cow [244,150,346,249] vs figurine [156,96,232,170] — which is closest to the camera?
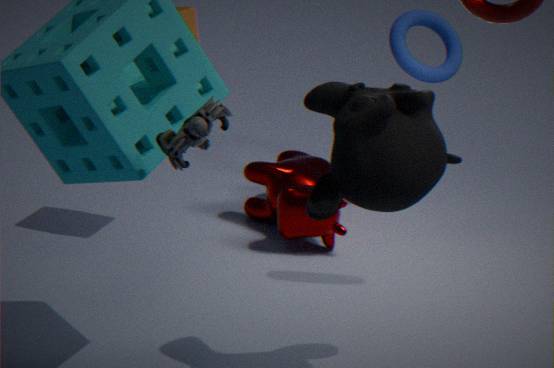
figurine [156,96,232,170]
